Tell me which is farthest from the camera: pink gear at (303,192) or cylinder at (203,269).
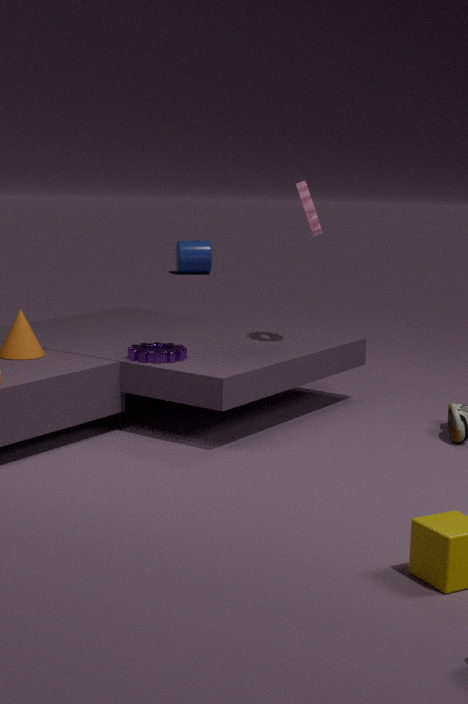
cylinder at (203,269)
